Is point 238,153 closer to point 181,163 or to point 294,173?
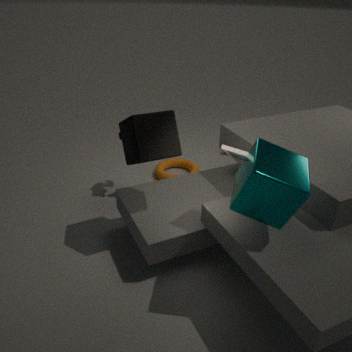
point 294,173
